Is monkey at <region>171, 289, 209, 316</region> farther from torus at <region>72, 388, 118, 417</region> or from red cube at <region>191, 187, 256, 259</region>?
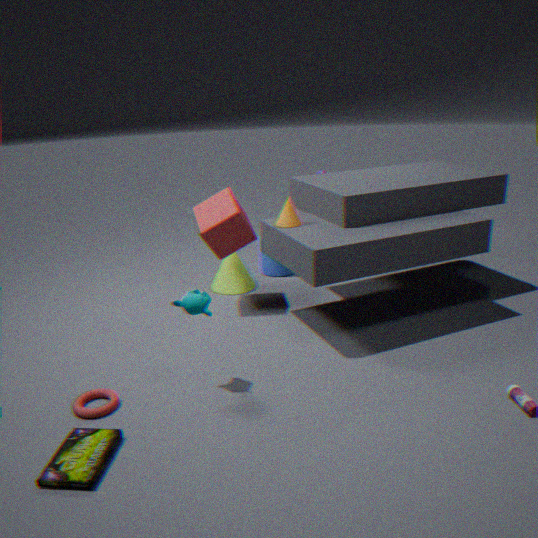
red cube at <region>191, 187, 256, 259</region>
